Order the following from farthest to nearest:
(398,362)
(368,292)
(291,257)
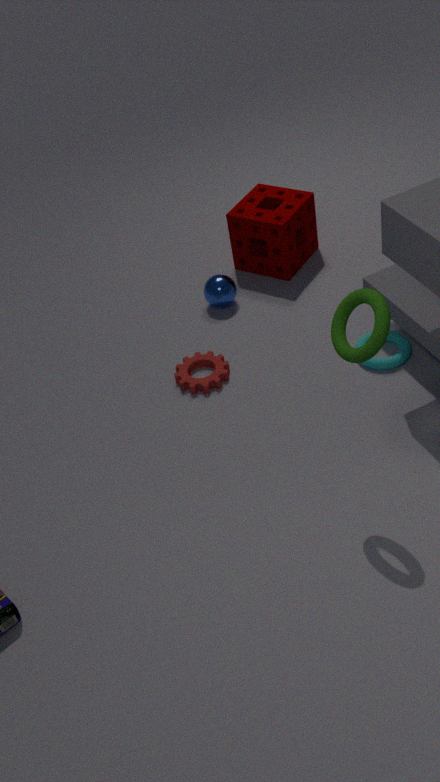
(291,257) → (398,362) → (368,292)
